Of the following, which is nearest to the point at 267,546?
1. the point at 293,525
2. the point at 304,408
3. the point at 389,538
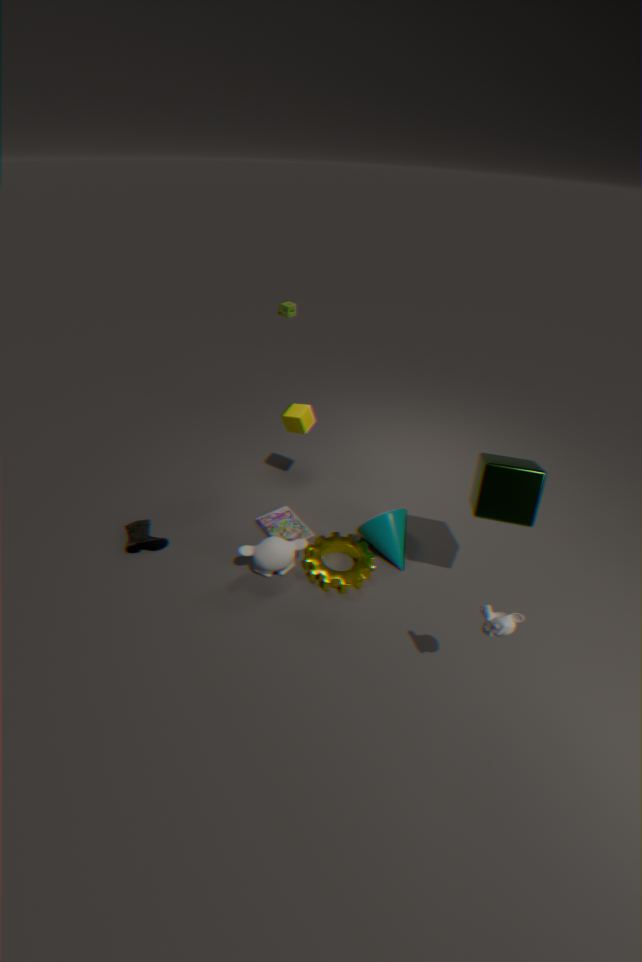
the point at 293,525
